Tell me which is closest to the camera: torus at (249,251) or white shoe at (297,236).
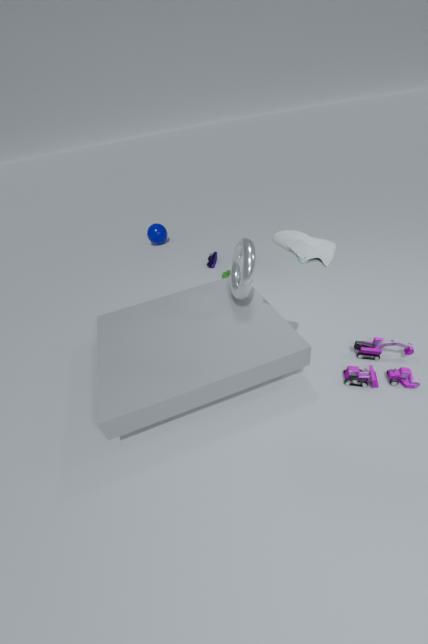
white shoe at (297,236)
